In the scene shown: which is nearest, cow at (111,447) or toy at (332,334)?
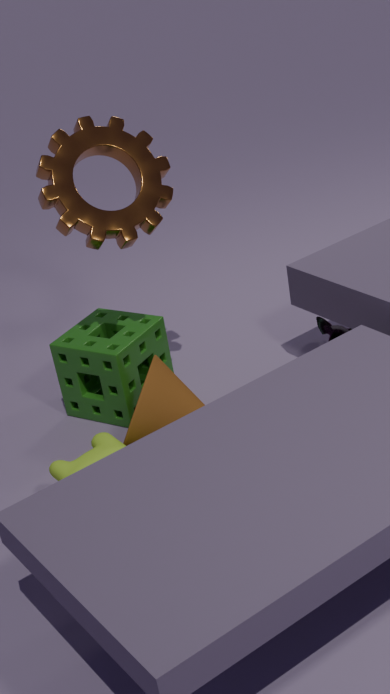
cow at (111,447)
